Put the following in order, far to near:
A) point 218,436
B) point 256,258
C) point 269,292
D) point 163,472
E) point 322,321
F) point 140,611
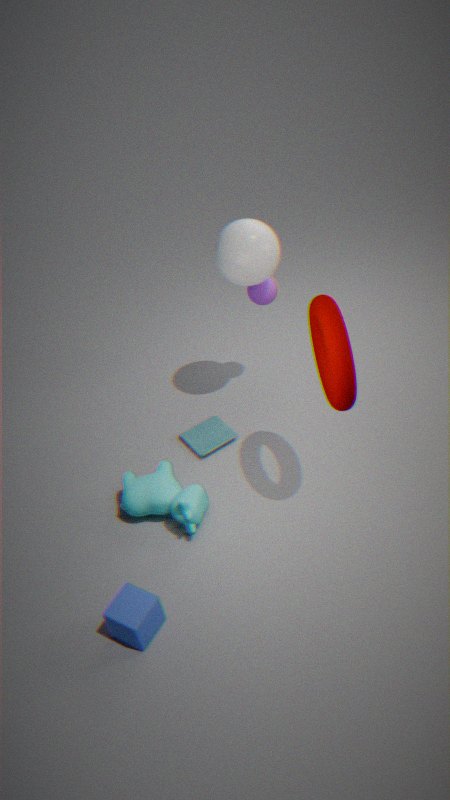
point 218,436 < point 269,292 < point 256,258 < point 163,472 < point 140,611 < point 322,321
